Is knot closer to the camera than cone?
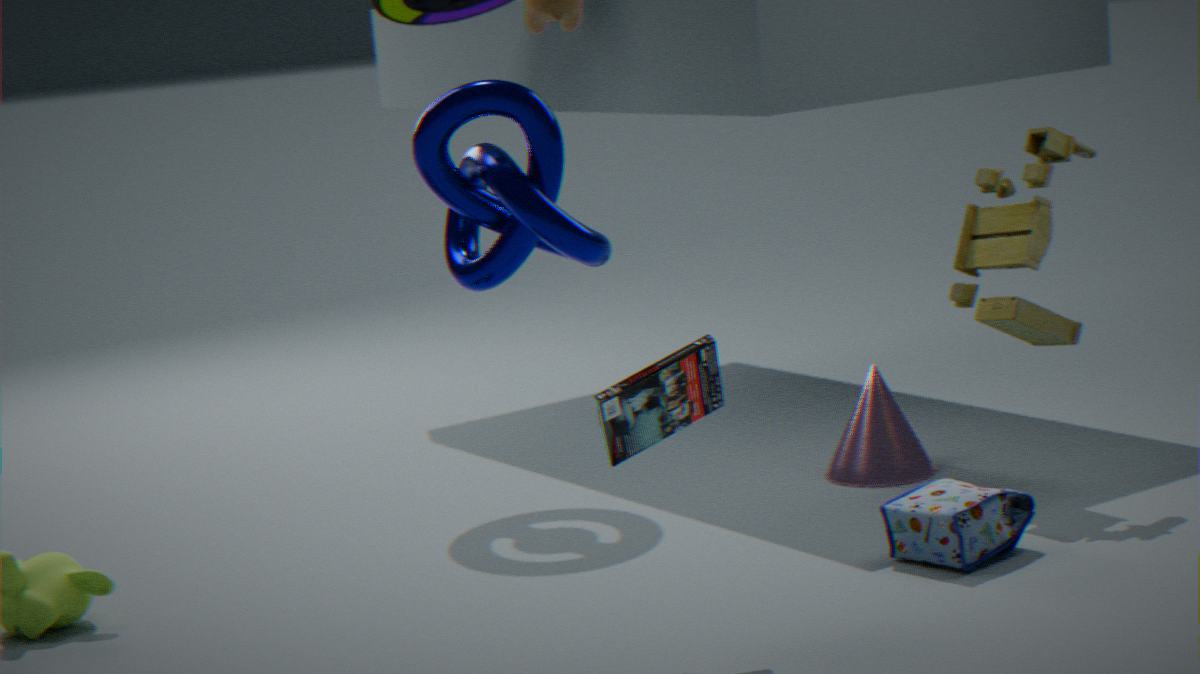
Yes
